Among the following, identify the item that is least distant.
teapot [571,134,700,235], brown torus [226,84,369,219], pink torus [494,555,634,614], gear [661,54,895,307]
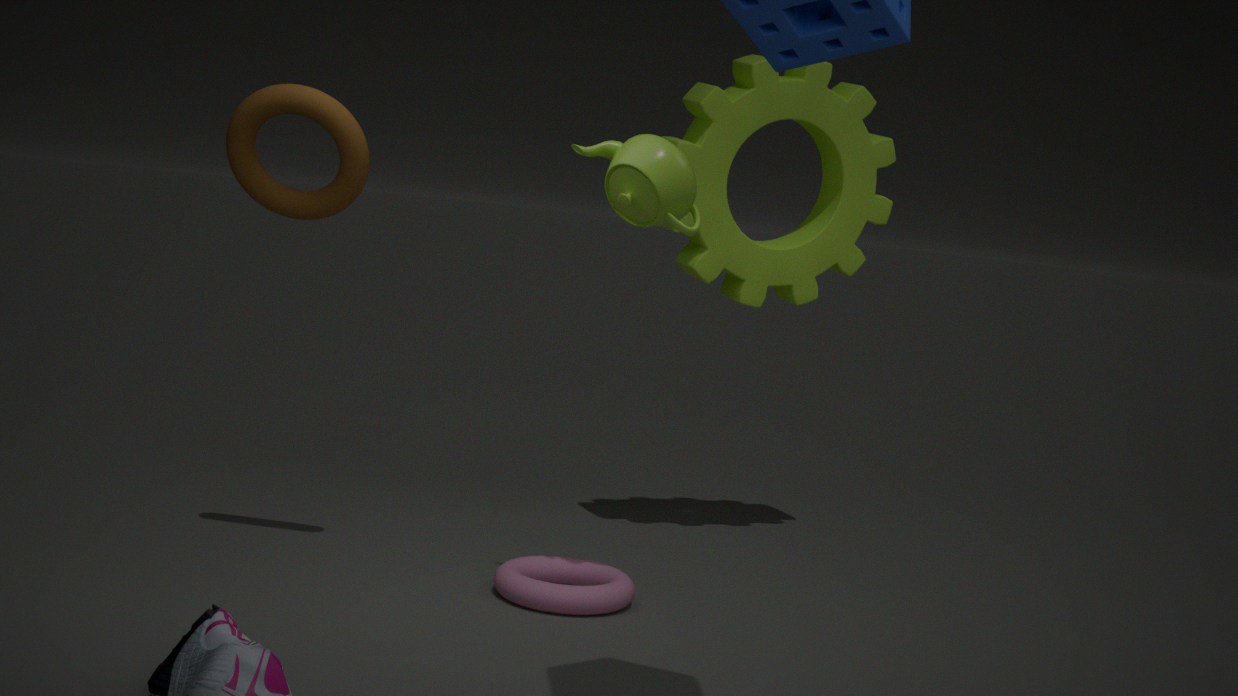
teapot [571,134,700,235]
